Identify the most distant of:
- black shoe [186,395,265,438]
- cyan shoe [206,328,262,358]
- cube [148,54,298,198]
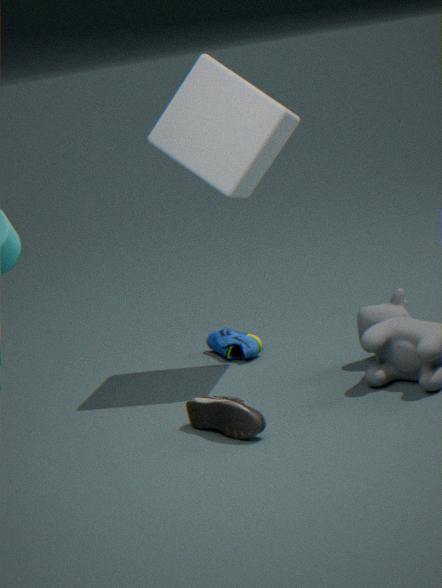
cyan shoe [206,328,262,358]
